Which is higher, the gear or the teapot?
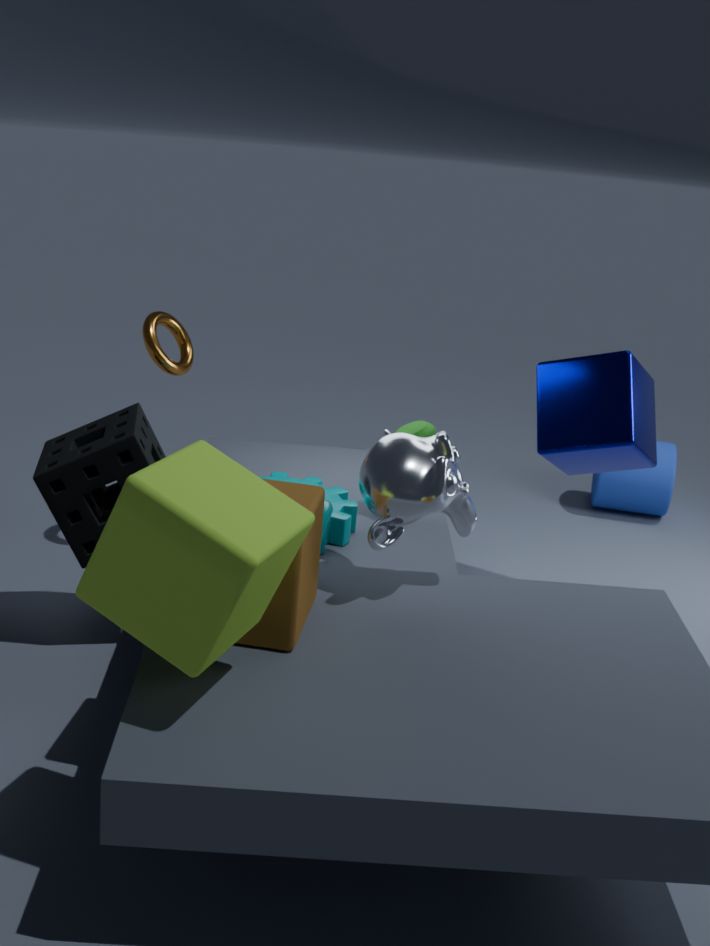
the teapot
